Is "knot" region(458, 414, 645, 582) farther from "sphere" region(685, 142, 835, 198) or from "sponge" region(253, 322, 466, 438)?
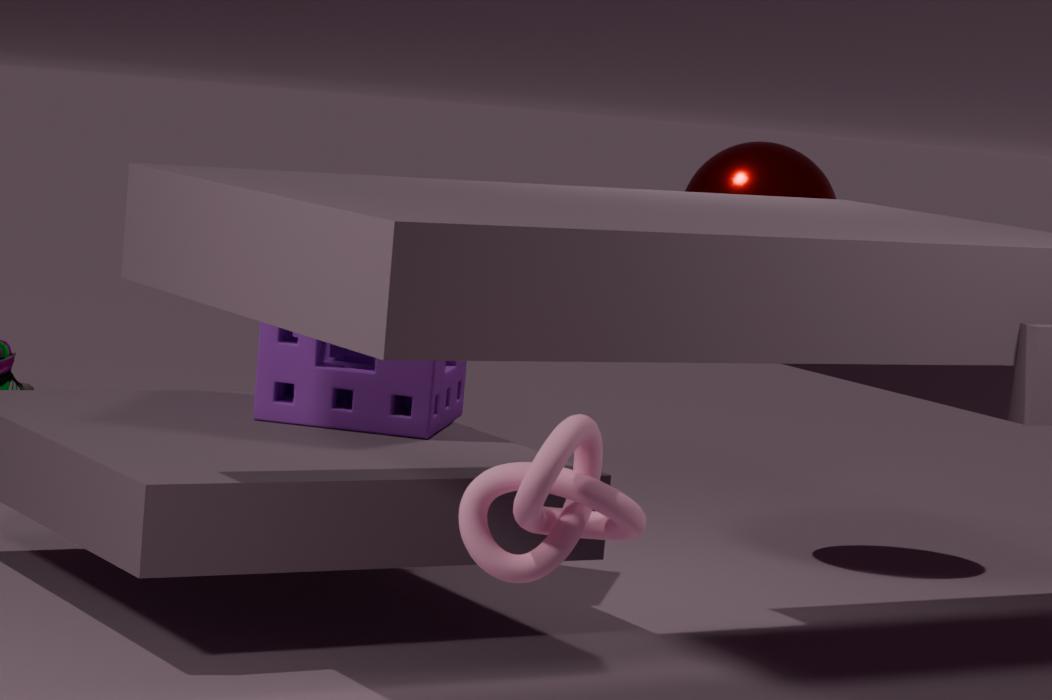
"sphere" region(685, 142, 835, 198)
